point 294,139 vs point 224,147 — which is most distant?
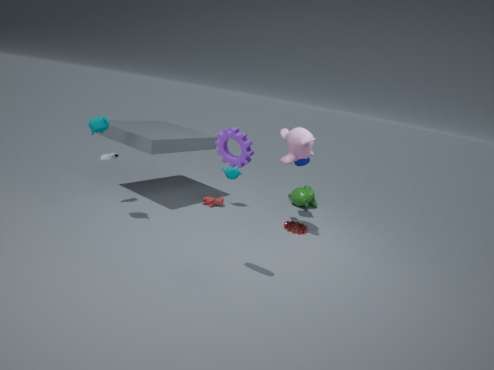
point 294,139
